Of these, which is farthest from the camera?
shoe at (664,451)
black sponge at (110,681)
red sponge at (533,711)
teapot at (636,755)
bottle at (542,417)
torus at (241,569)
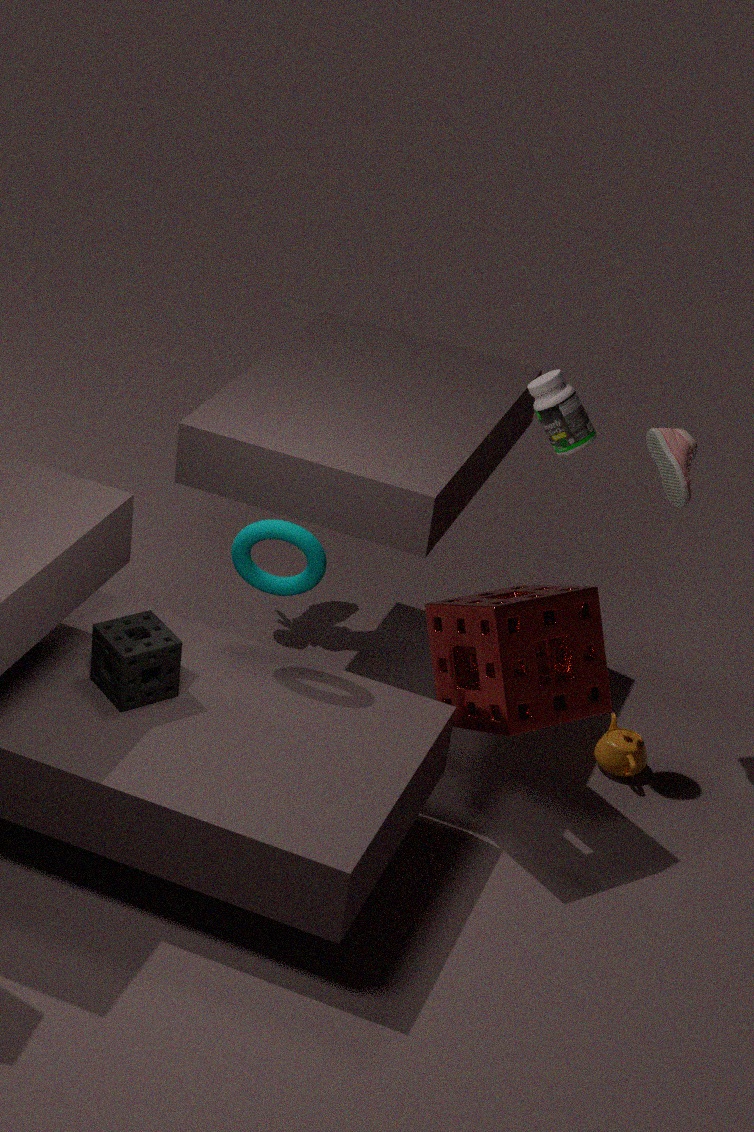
teapot at (636,755)
